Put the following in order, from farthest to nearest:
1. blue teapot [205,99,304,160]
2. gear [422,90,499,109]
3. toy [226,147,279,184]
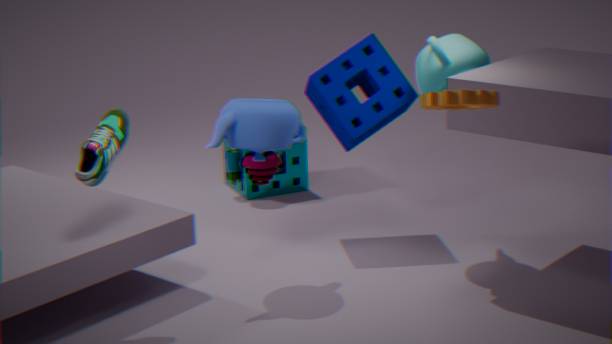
toy [226,147,279,184] < blue teapot [205,99,304,160] < gear [422,90,499,109]
